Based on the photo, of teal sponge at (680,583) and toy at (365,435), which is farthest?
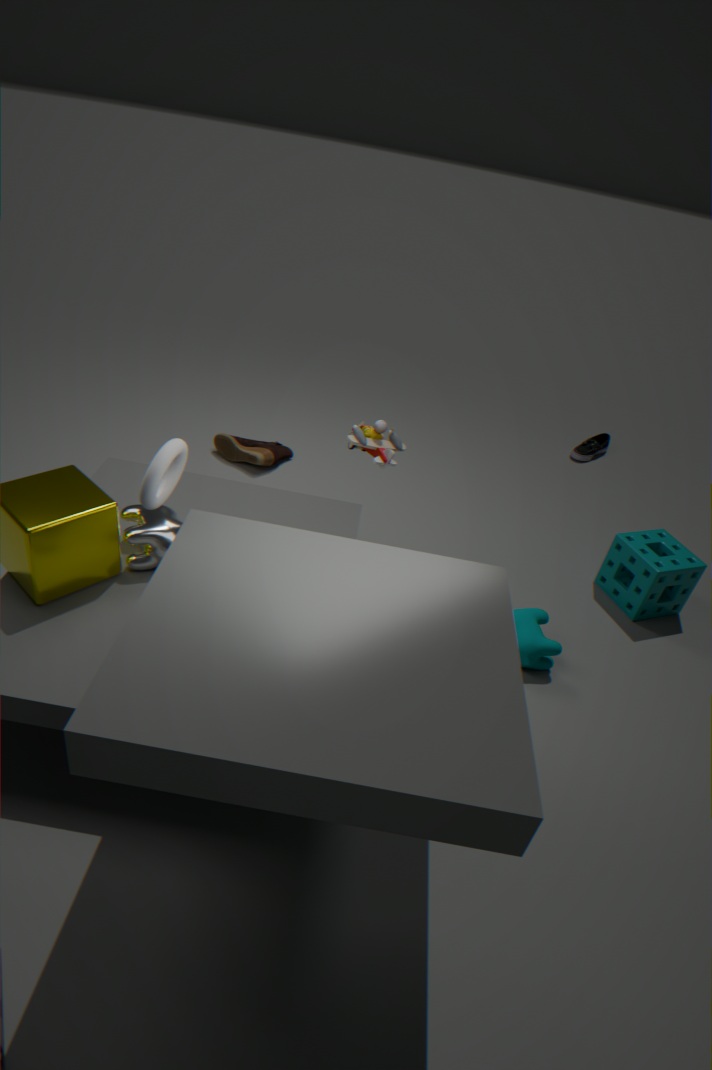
teal sponge at (680,583)
